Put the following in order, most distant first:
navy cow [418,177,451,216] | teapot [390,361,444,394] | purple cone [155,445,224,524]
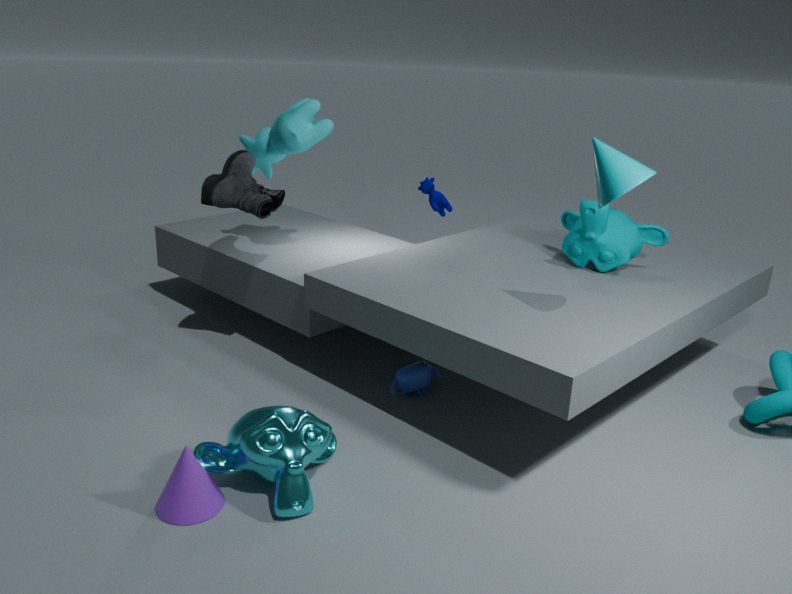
navy cow [418,177,451,216], teapot [390,361,444,394], purple cone [155,445,224,524]
